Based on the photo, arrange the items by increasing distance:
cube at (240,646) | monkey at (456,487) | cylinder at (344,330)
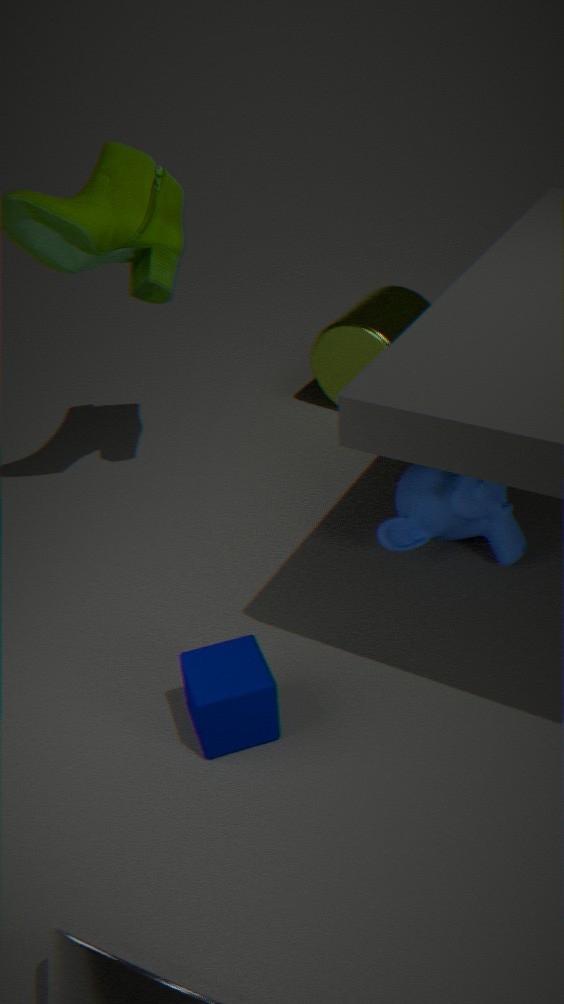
cube at (240,646) < monkey at (456,487) < cylinder at (344,330)
